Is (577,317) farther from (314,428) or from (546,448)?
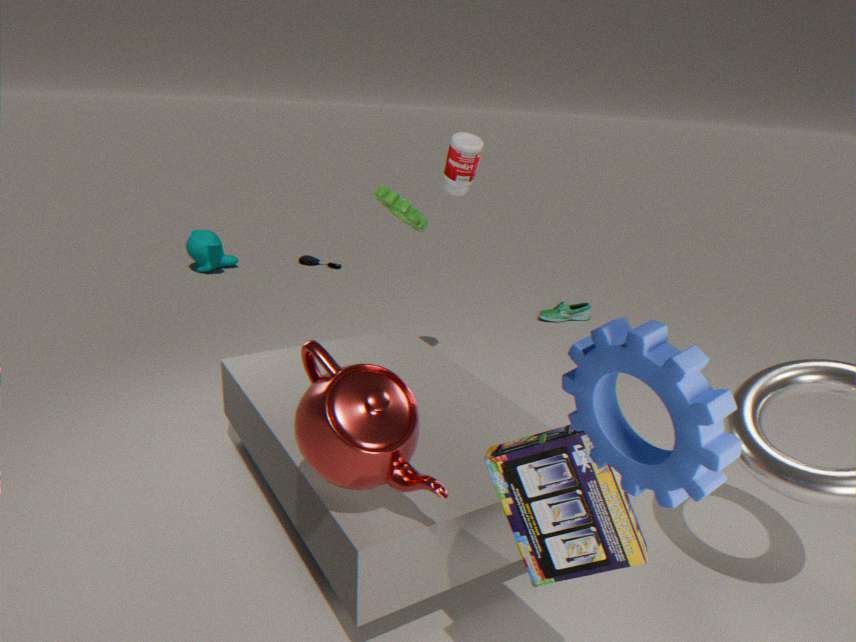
(546,448)
